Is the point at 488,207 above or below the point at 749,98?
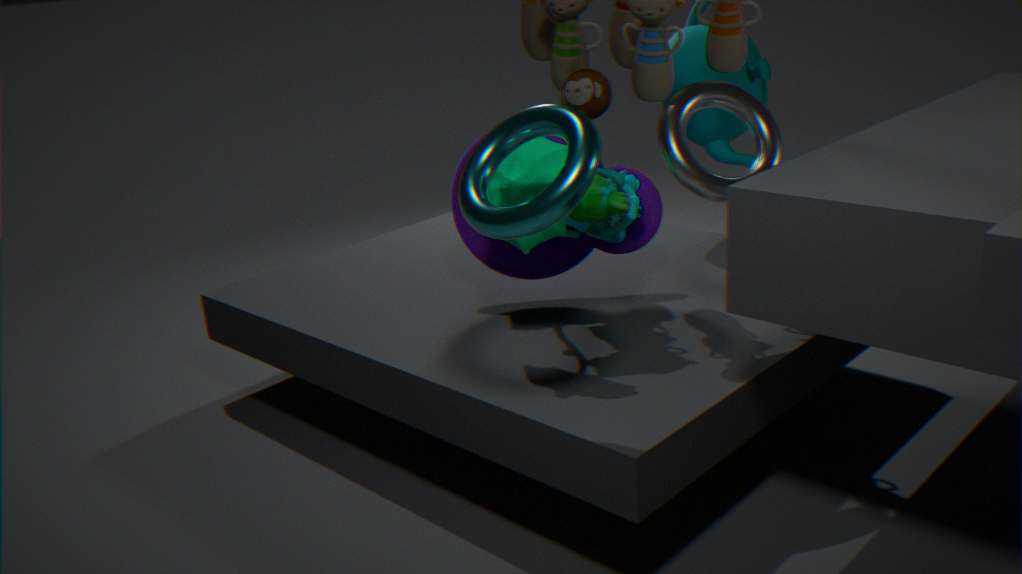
above
